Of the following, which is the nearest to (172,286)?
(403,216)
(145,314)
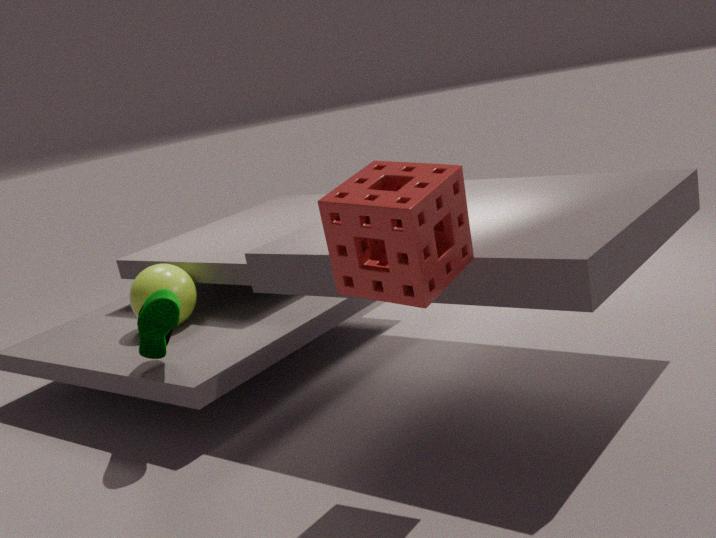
(145,314)
